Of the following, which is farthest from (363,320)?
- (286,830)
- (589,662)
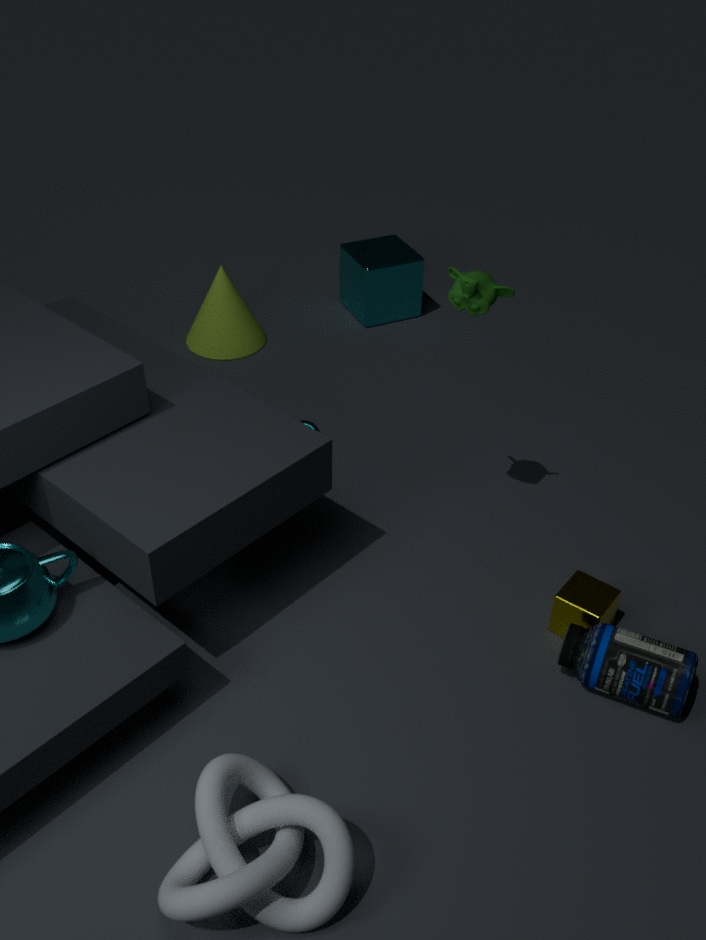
(286,830)
